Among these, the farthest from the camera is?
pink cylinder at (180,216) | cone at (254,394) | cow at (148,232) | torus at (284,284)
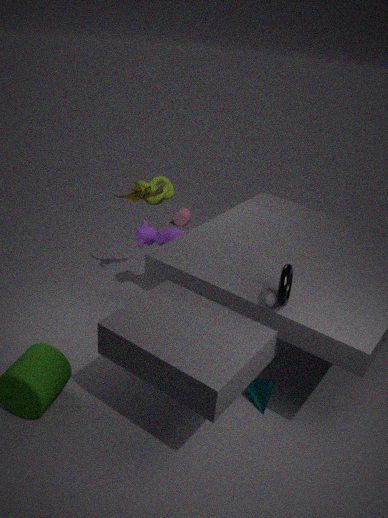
pink cylinder at (180,216)
